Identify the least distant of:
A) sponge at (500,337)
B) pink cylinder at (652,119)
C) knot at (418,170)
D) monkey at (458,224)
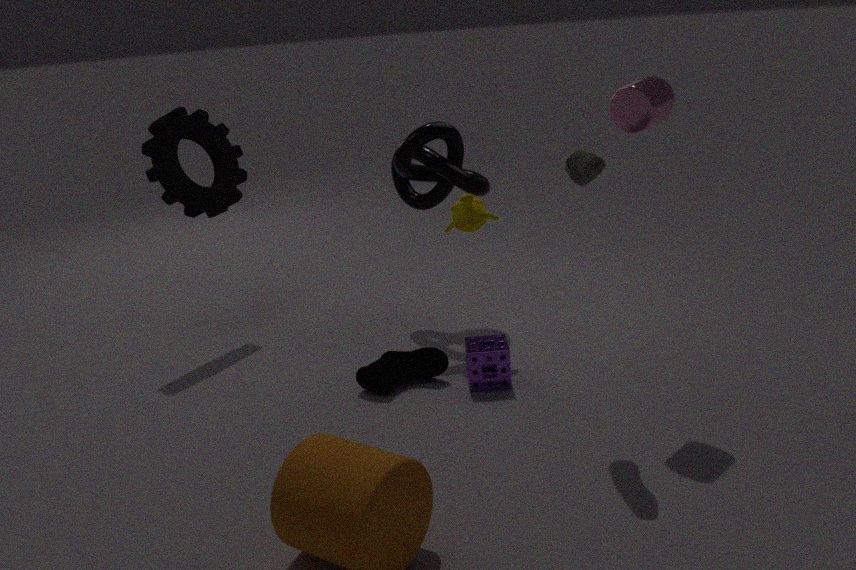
pink cylinder at (652,119)
